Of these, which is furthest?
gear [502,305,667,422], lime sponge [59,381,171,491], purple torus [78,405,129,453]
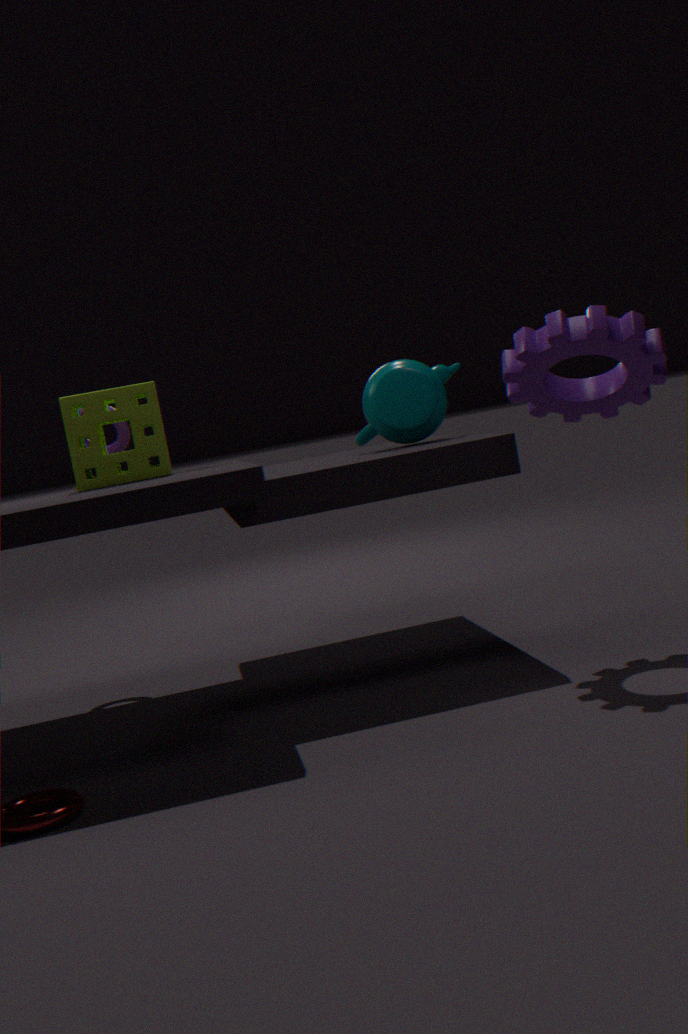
purple torus [78,405,129,453]
